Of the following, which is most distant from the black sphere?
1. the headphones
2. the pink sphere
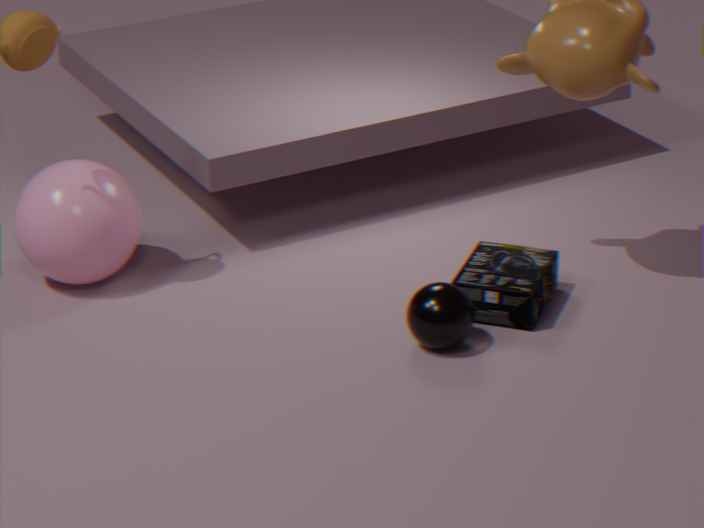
the pink sphere
